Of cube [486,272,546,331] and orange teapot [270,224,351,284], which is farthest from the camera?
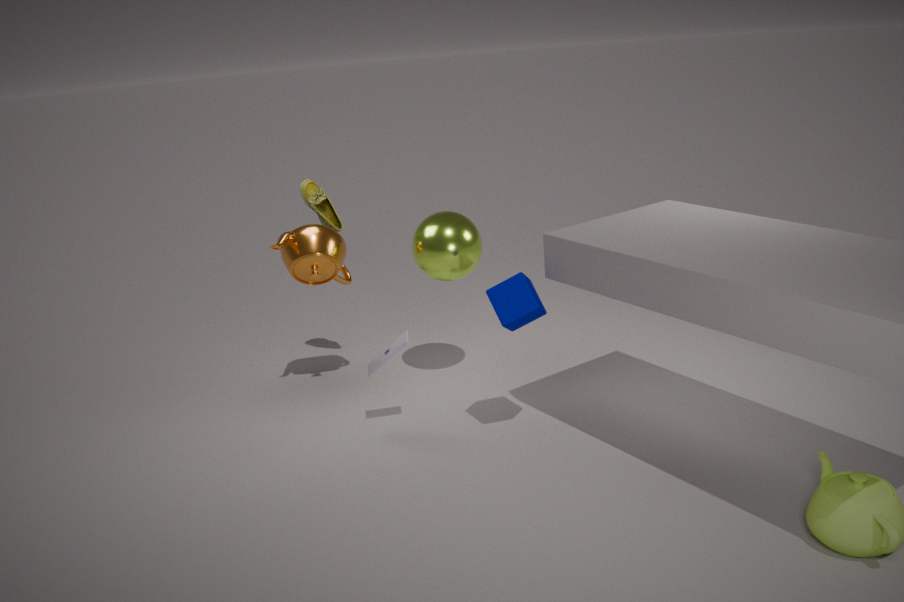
orange teapot [270,224,351,284]
